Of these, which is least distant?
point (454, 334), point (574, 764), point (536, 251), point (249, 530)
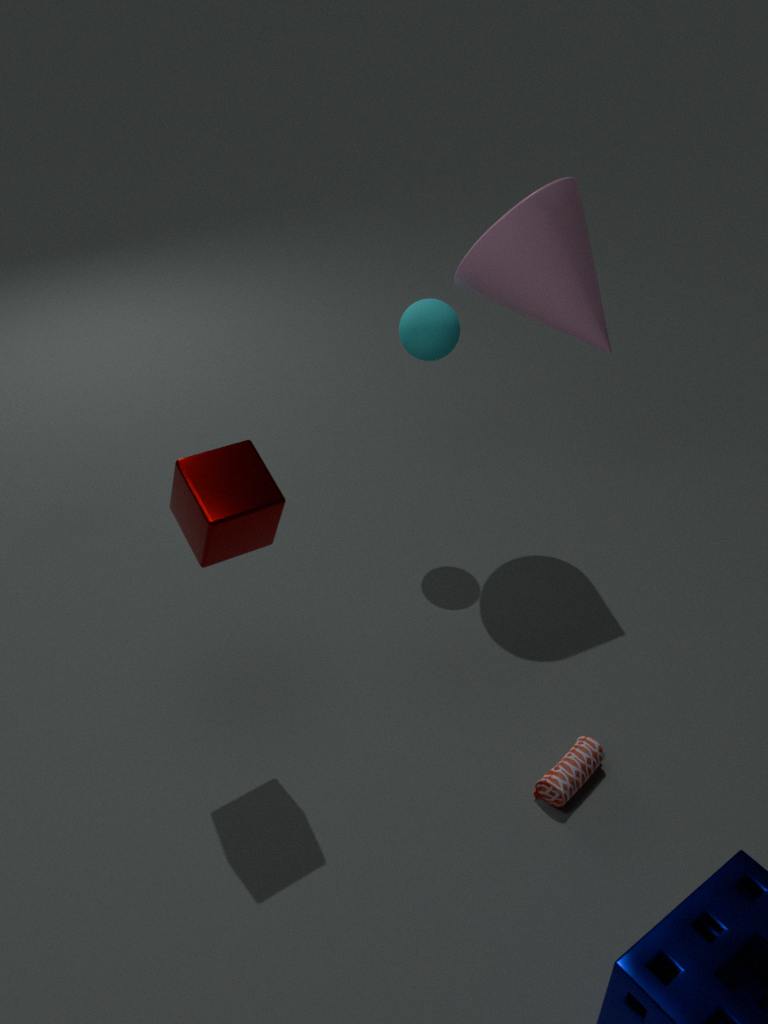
point (249, 530)
